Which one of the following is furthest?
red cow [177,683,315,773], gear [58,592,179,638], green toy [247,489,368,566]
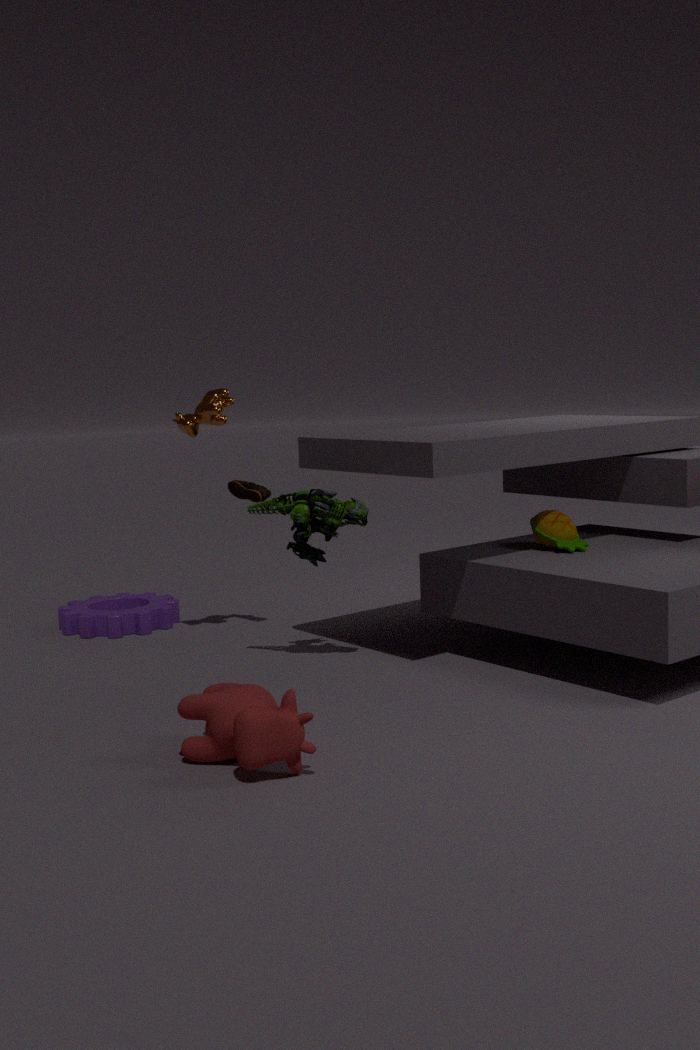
gear [58,592,179,638]
